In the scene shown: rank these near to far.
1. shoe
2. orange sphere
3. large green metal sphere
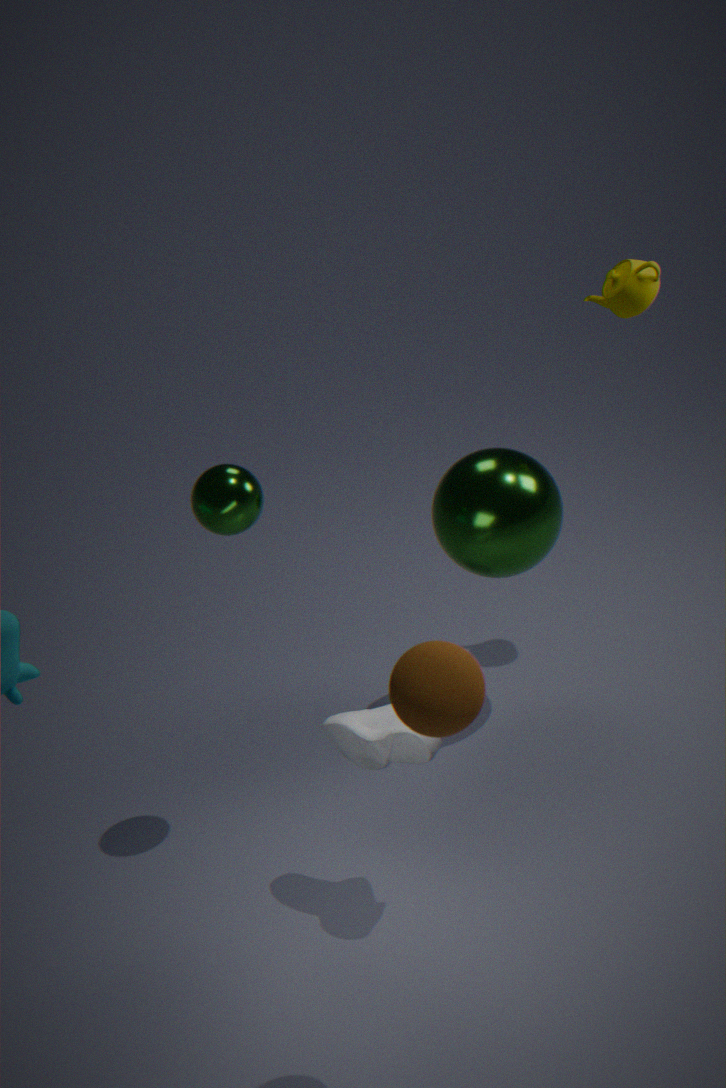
orange sphere
shoe
large green metal sphere
